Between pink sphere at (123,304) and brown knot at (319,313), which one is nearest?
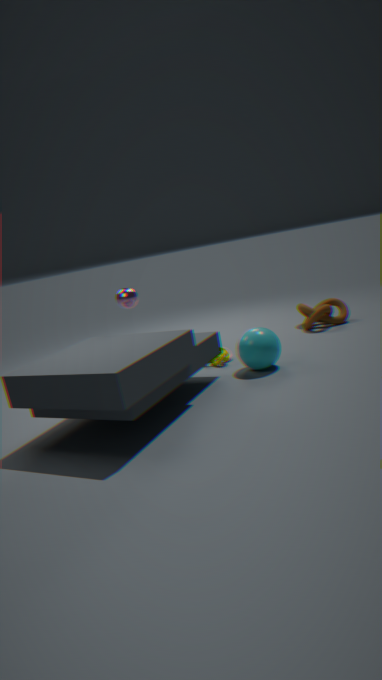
pink sphere at (123,304)
